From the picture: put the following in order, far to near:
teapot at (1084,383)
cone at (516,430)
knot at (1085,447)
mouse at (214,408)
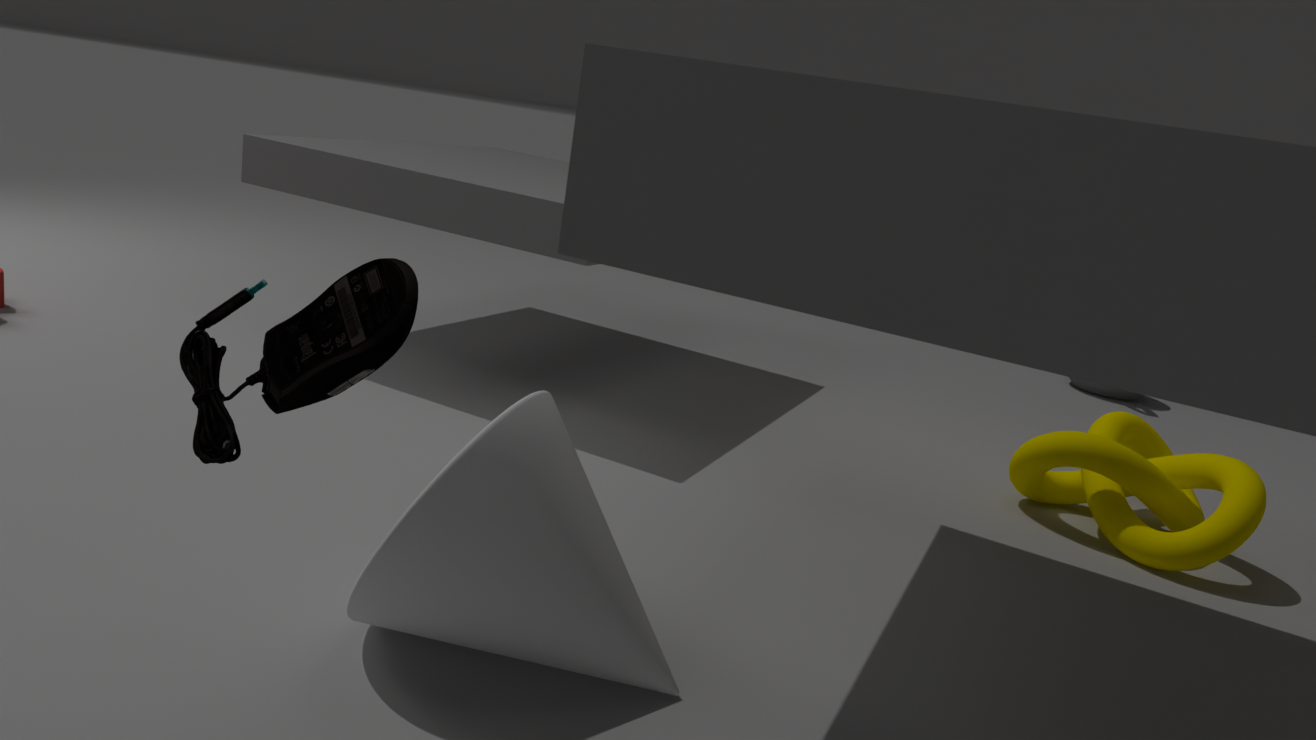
teapot at (1084,383)
knot at (1085,447)
cone at (516,430)
mouse at (214,408)
